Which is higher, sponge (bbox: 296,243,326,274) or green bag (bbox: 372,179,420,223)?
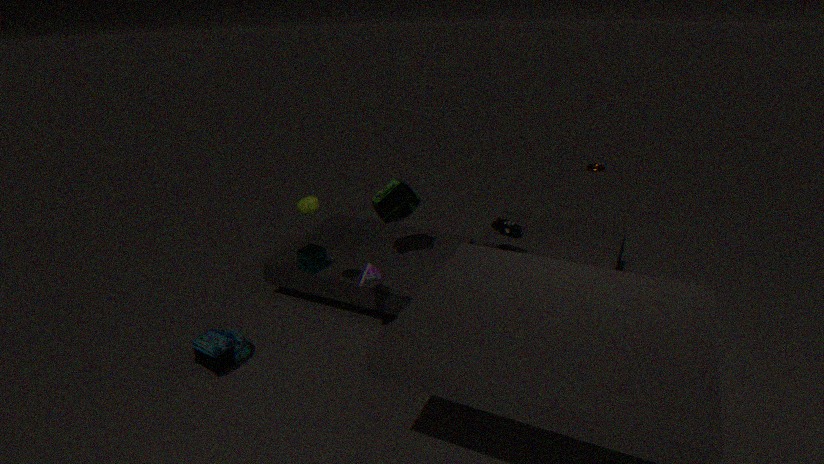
green bag (bbox: 372,179,420,223)
